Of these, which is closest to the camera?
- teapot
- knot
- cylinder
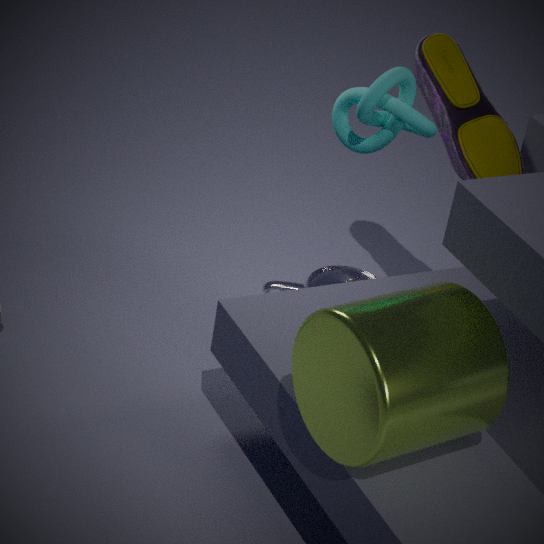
cylinder
